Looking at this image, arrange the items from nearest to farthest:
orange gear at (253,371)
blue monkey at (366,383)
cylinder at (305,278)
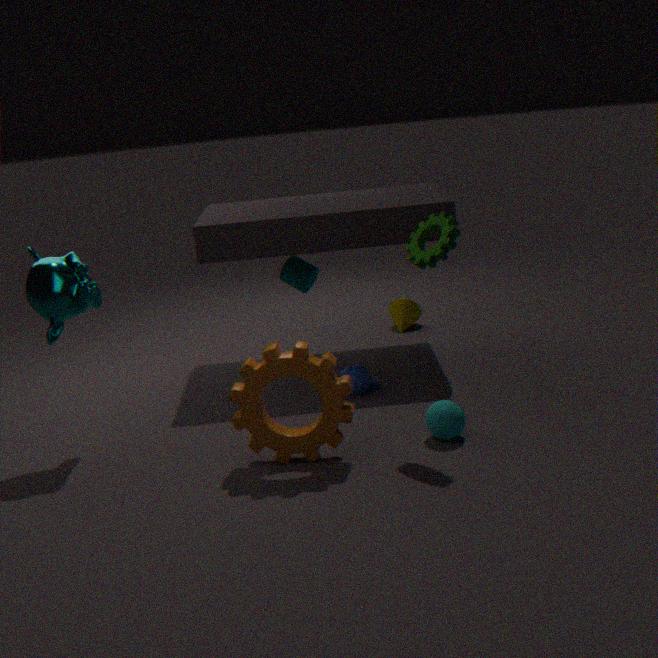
orange gear at (253,371) < blue monkey at (366,383) < cylinder at (305,278)
